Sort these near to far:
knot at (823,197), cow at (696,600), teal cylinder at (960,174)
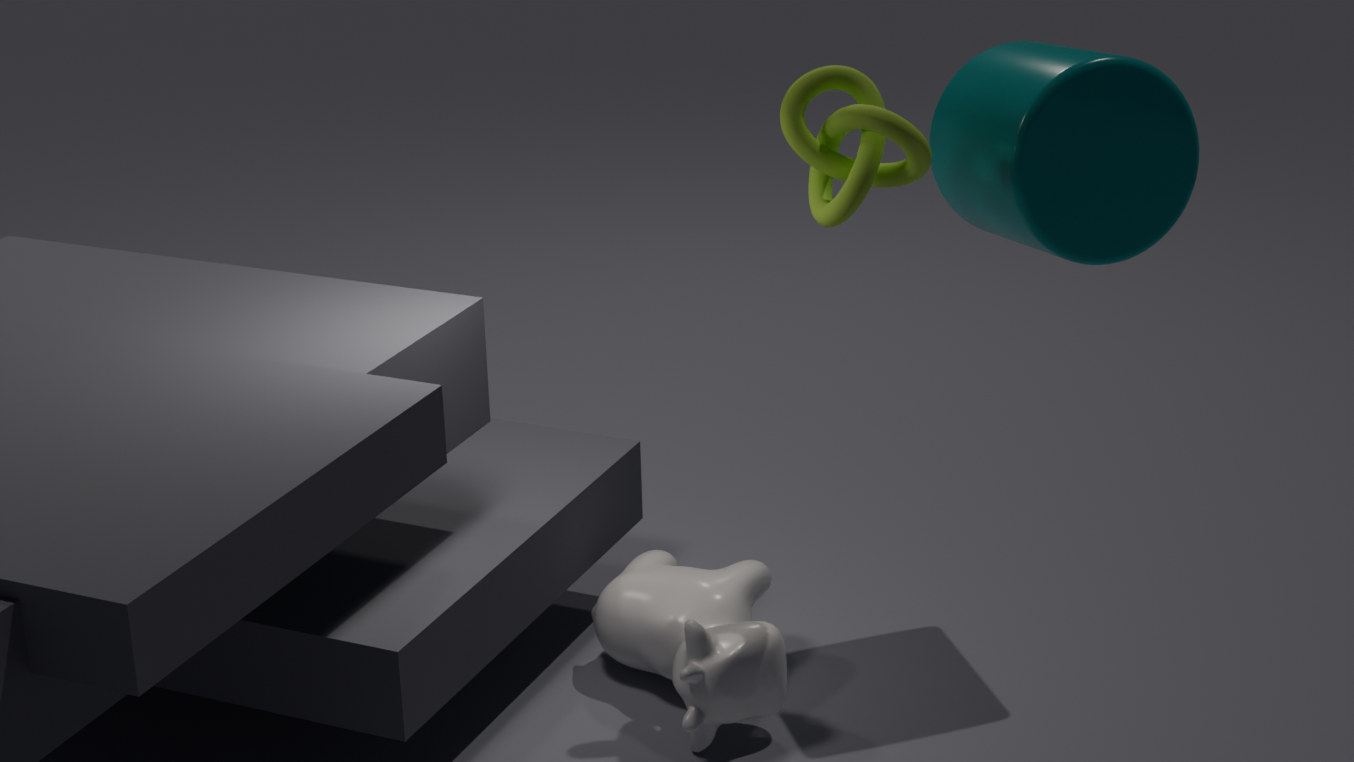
knot at (823,197)
teal cylinder at (960,174)
cow at (696,600)
